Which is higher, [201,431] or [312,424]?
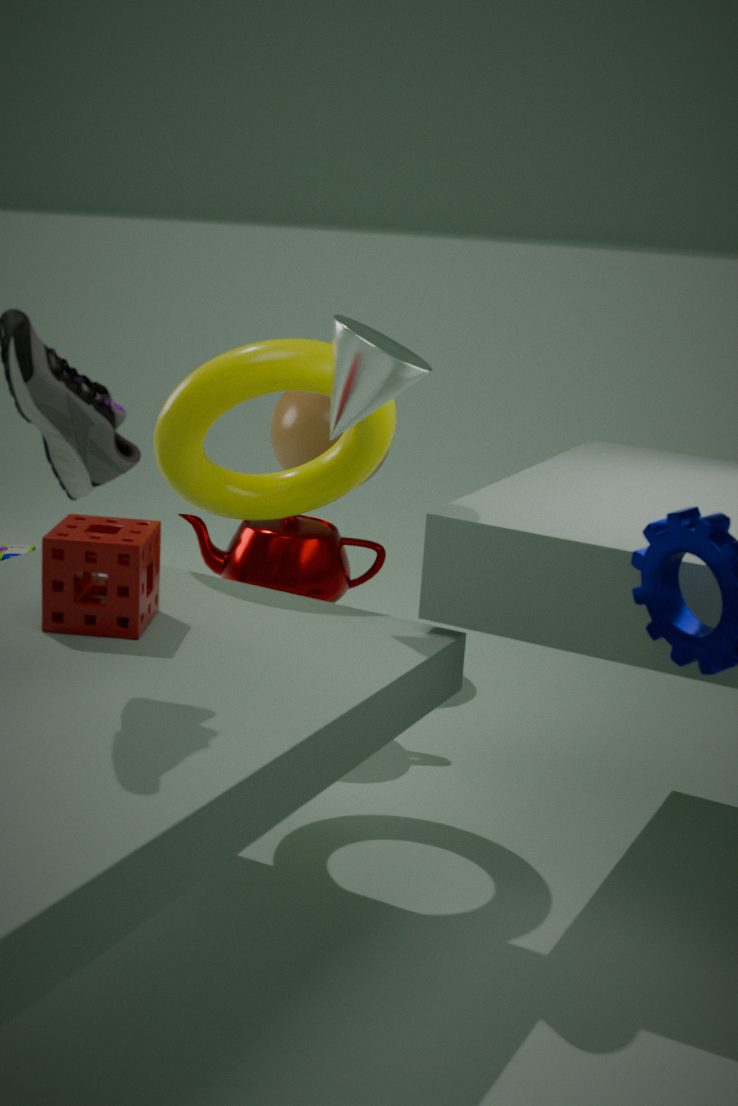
[201,431]
